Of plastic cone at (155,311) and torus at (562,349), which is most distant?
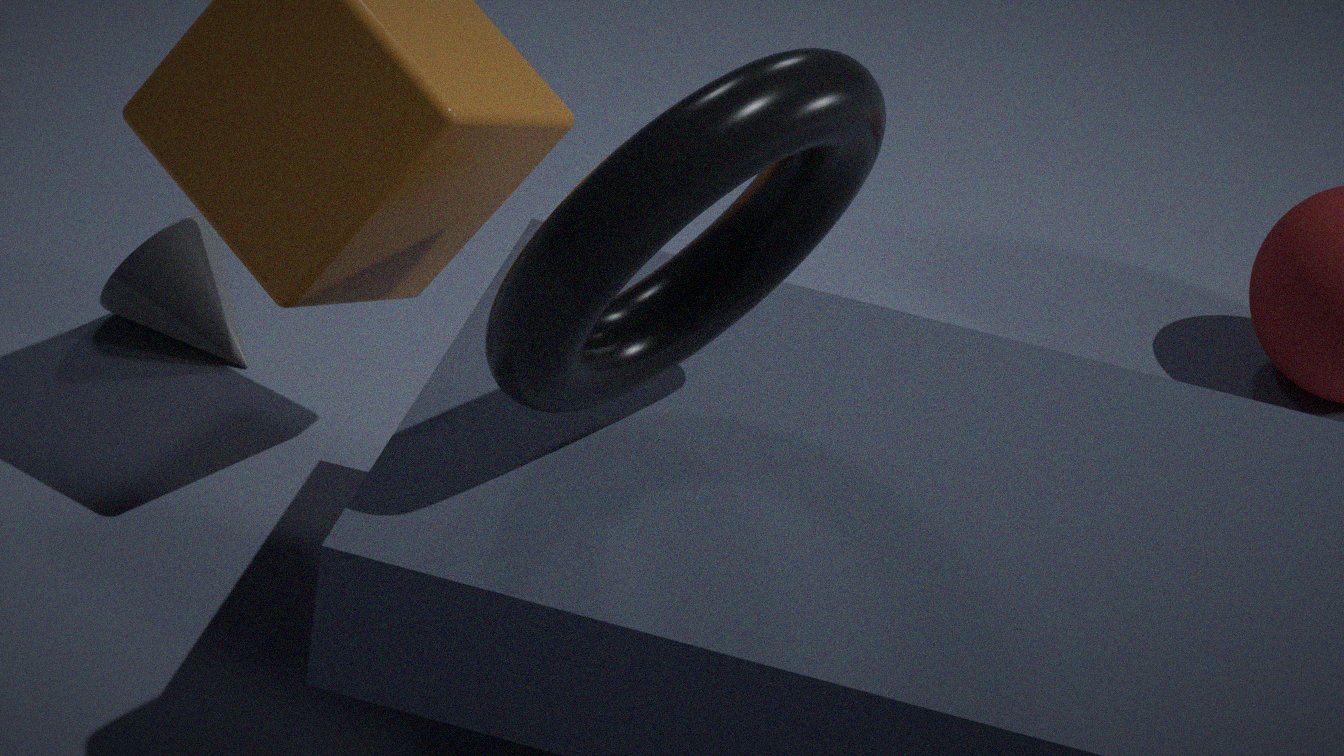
plastic cone at (155,311)
